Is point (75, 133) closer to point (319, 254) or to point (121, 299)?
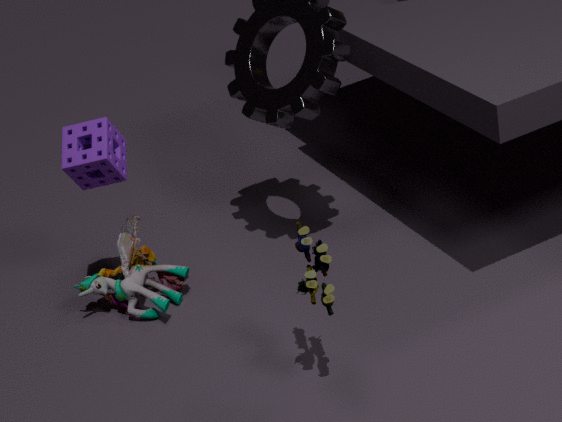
point (121, 299)
